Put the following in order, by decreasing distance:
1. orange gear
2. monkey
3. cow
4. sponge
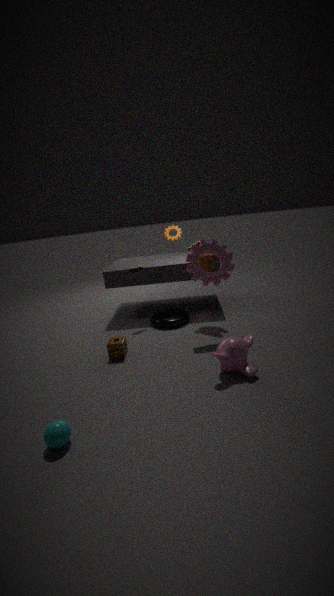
orange gear, cow, sponge, monkey
